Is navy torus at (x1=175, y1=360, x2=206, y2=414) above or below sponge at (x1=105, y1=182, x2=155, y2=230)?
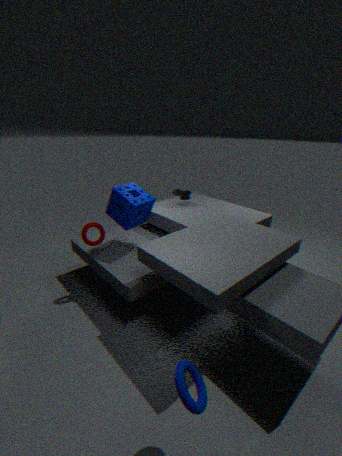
below
